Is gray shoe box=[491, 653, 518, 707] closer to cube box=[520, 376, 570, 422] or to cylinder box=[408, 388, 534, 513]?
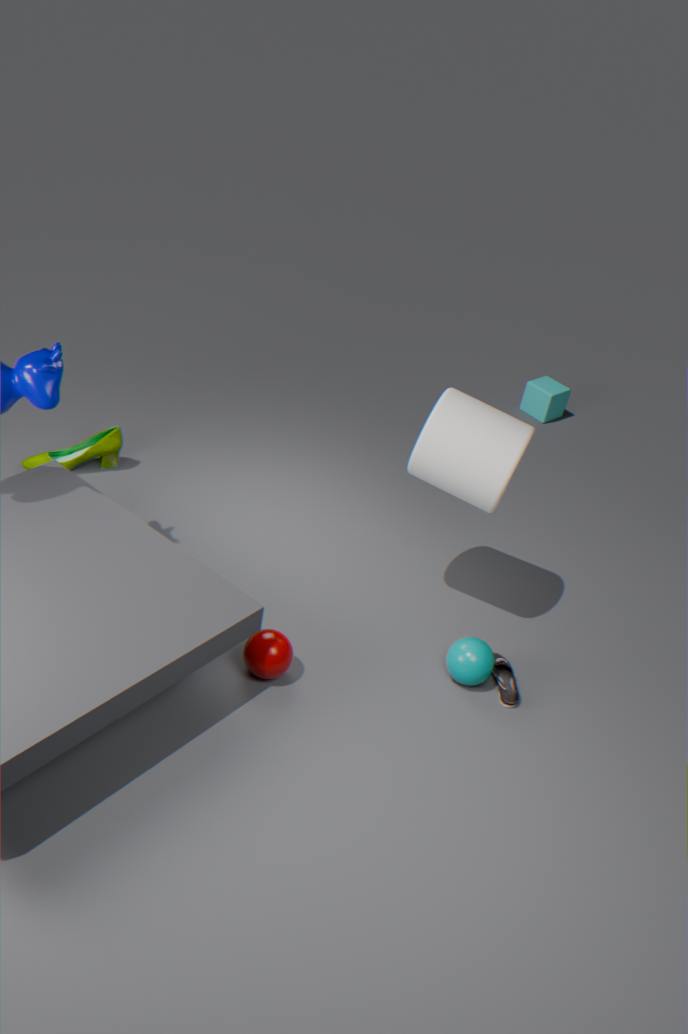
cylinder box=[408, 388, 534, 513]
